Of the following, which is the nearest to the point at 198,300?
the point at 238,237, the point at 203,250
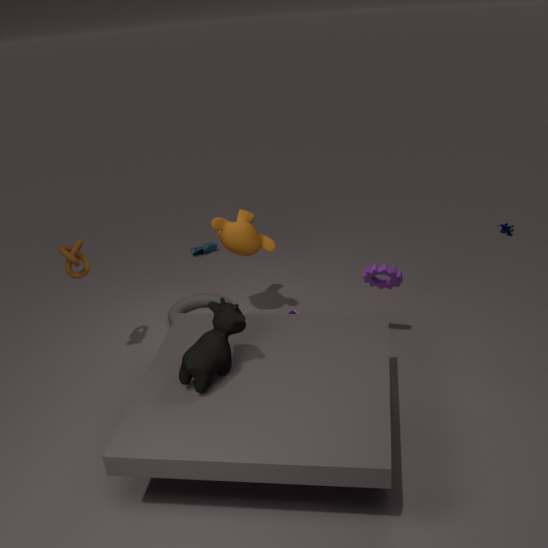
the point at 238,237
